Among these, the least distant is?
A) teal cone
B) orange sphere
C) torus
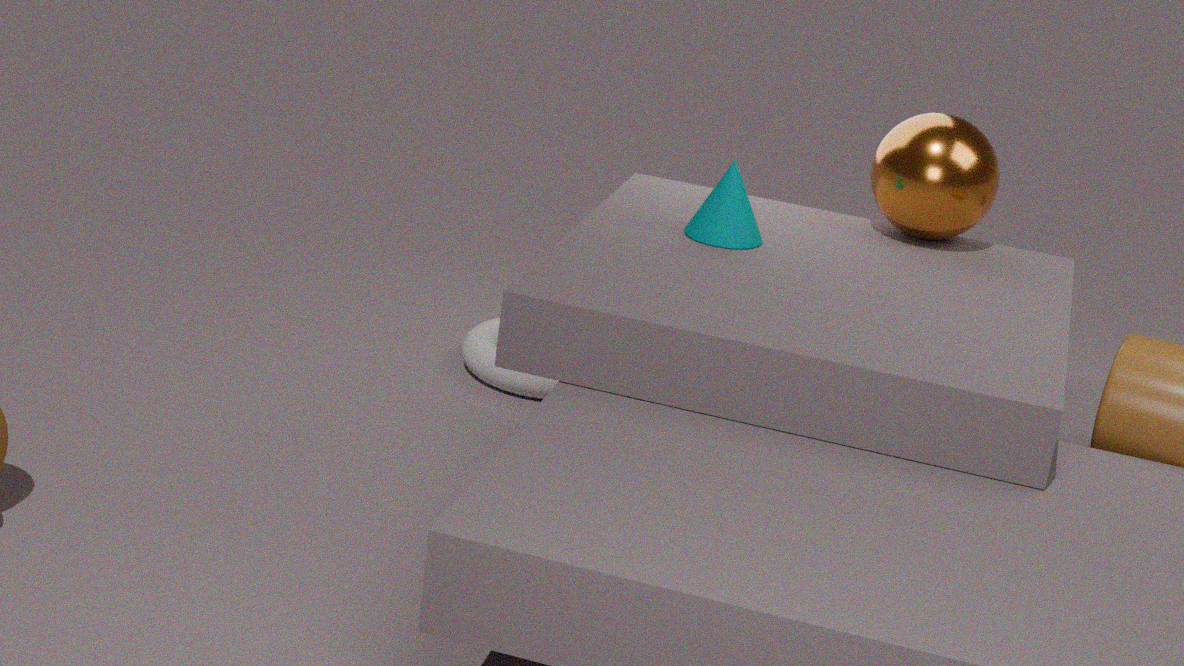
teal cone
